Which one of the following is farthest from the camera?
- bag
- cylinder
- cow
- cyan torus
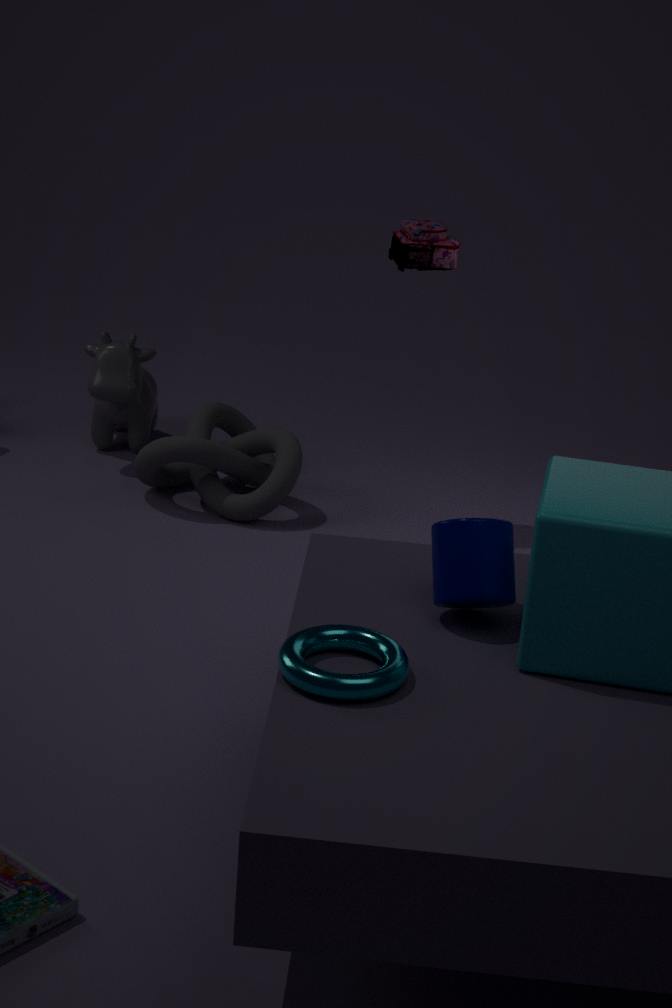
cow
